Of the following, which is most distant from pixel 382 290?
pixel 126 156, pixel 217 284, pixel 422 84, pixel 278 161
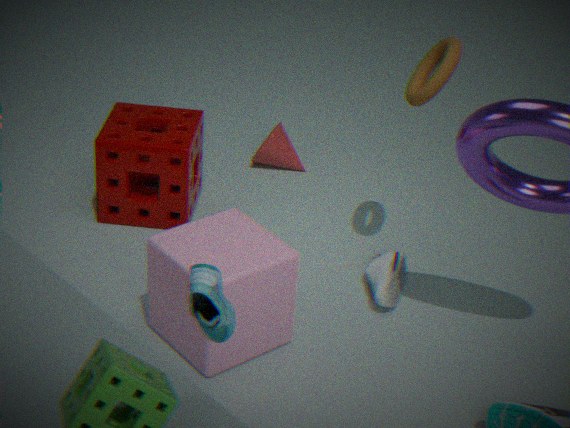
pixel 217 284
